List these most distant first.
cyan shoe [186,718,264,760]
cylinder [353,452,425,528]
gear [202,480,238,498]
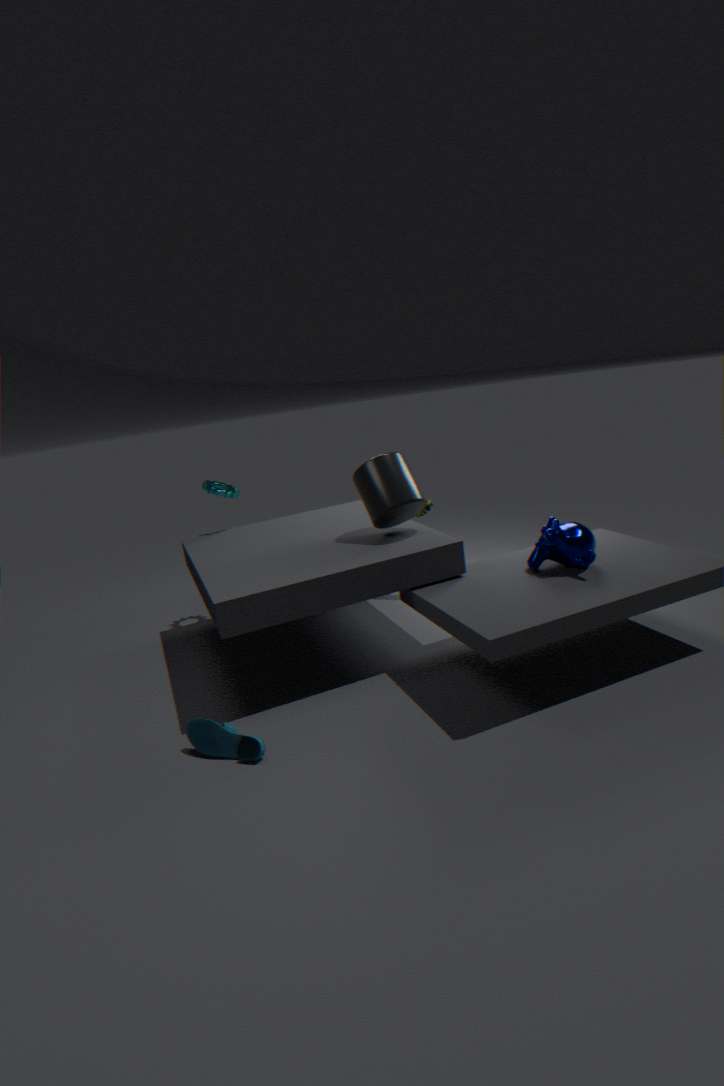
gear [202,480,238,498] < cylinder [353,452,425,528] < cyan shoe [186,718,264,760]
